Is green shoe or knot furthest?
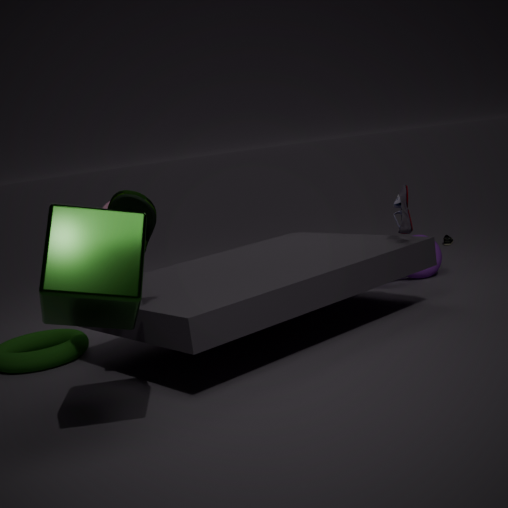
knot
